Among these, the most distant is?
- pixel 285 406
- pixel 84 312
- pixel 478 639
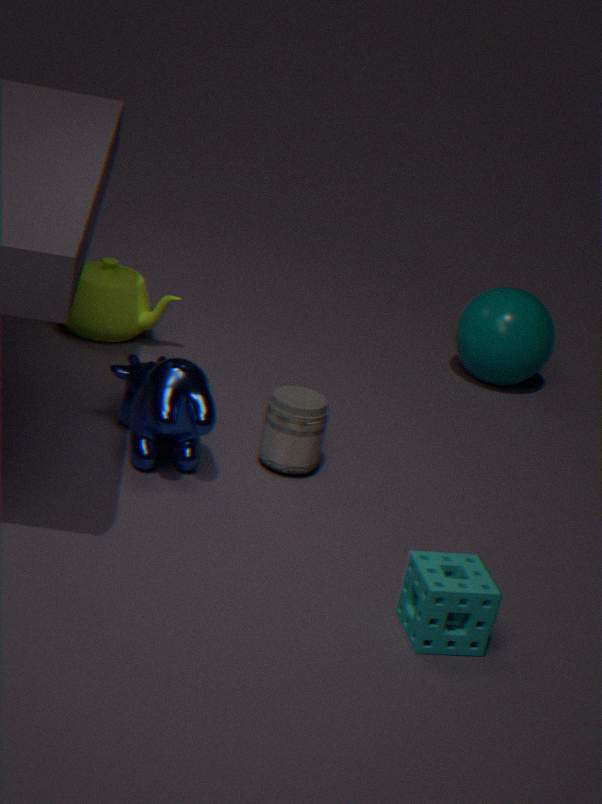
pixel 84 312
